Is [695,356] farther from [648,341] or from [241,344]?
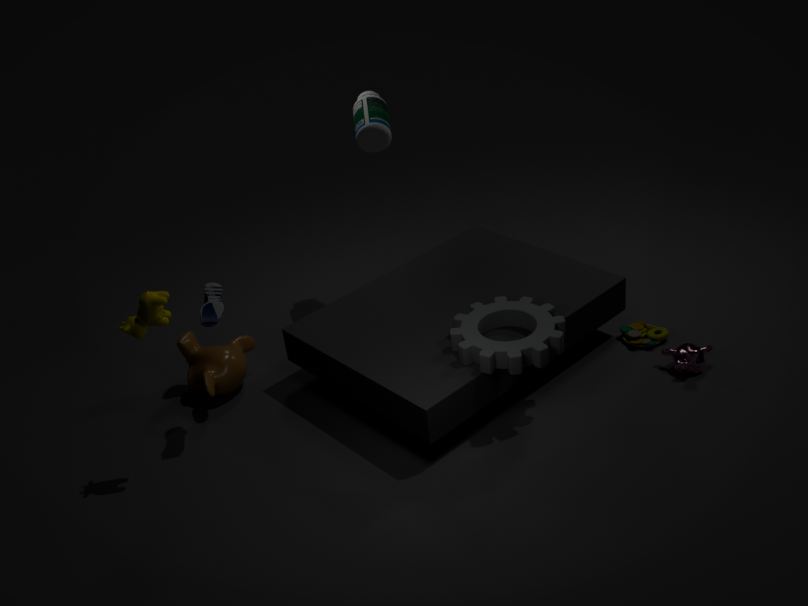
[241,344]
